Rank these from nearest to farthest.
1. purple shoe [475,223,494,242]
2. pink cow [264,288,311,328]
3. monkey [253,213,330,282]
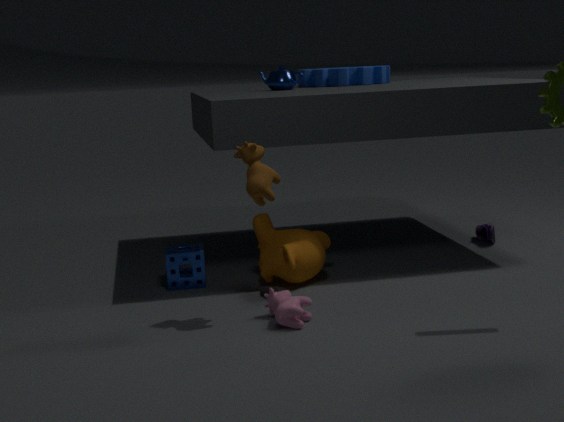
pink cow [264,288,311,328]
monkey [253,213,330,282]
purple shoe [475,223,494,242]
